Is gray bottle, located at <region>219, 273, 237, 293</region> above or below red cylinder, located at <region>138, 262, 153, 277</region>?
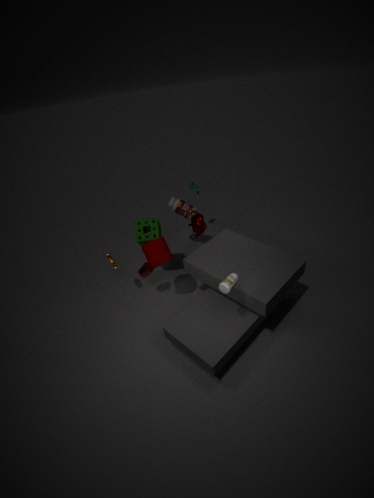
above
